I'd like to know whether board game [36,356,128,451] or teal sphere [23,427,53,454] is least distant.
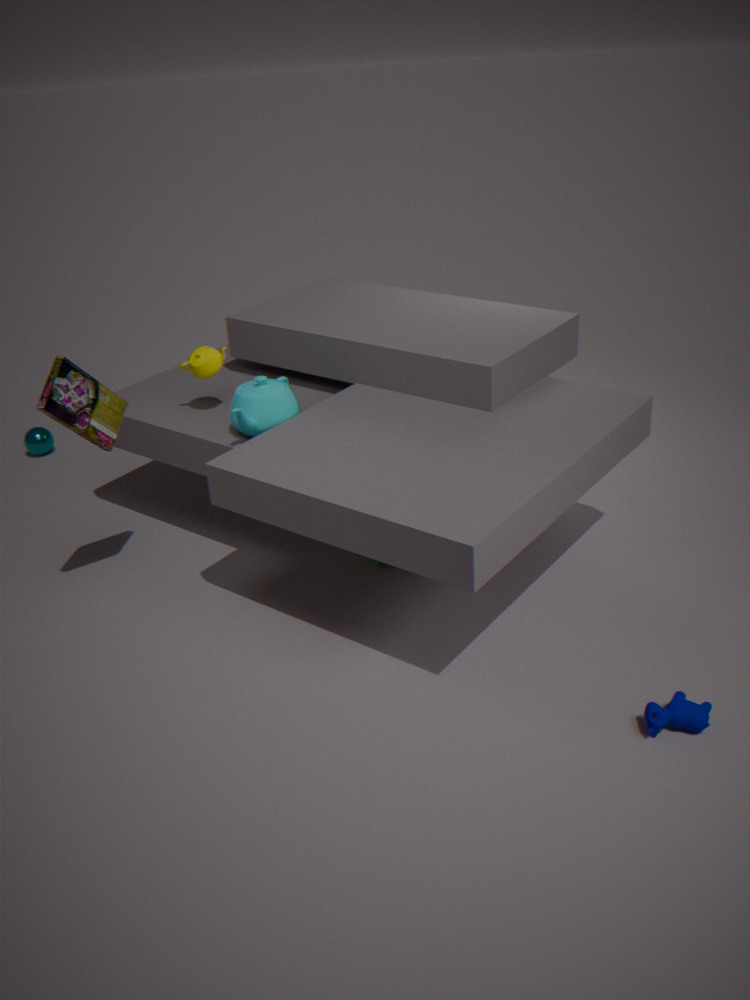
board game [36,356,128,451]
